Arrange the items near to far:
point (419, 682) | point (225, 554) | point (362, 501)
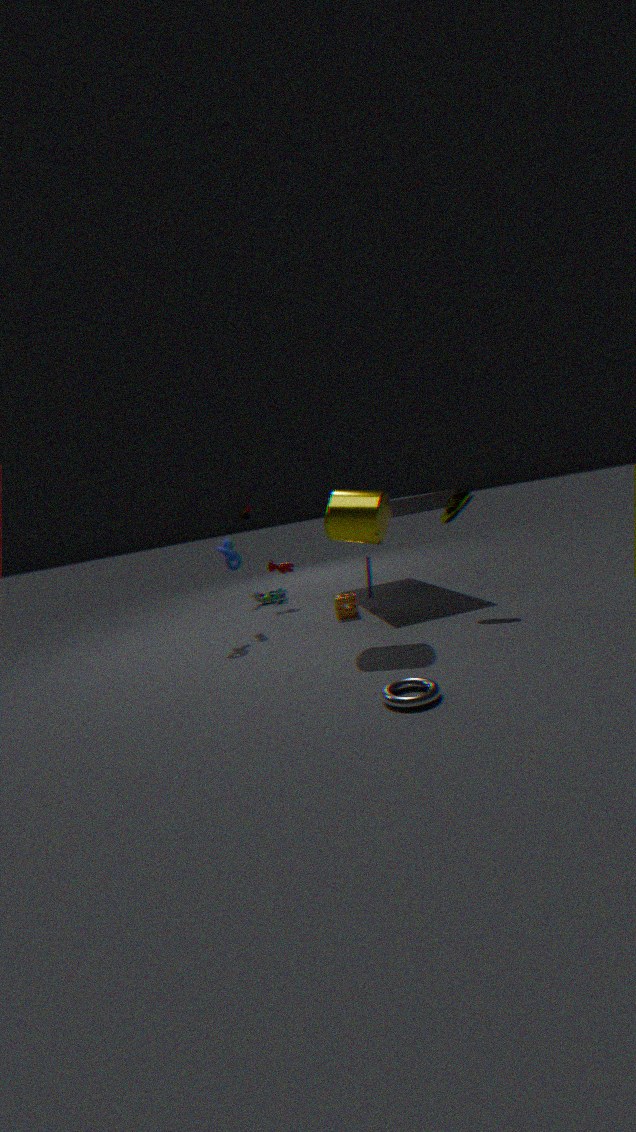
point (419, 682)
point (362, 501)
point (225, 554)
